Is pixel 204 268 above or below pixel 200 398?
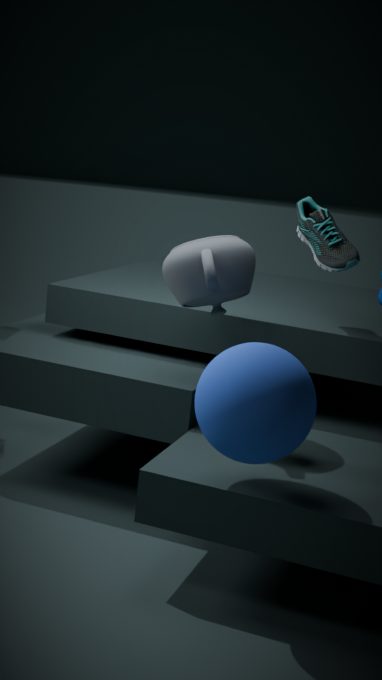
above
